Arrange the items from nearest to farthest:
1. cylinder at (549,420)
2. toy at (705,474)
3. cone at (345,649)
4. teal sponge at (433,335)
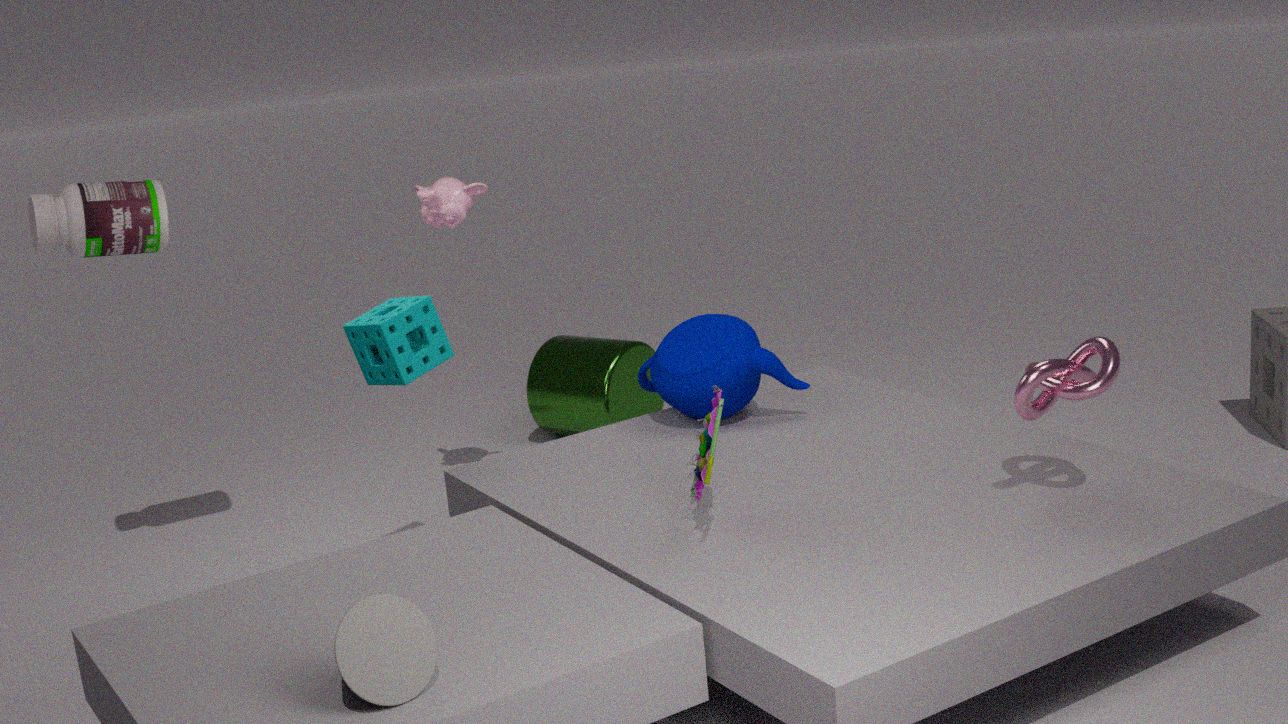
cone at (345,649)
toy at (705,474)
teal sponge at (433,335)
cylinder at (549,420)
